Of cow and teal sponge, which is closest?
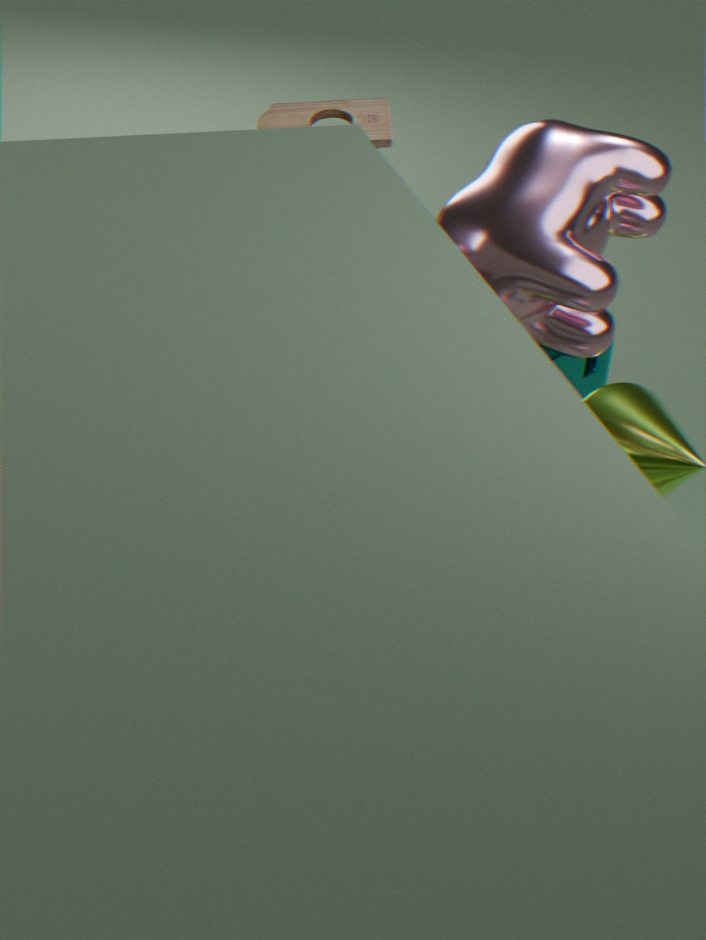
cow
